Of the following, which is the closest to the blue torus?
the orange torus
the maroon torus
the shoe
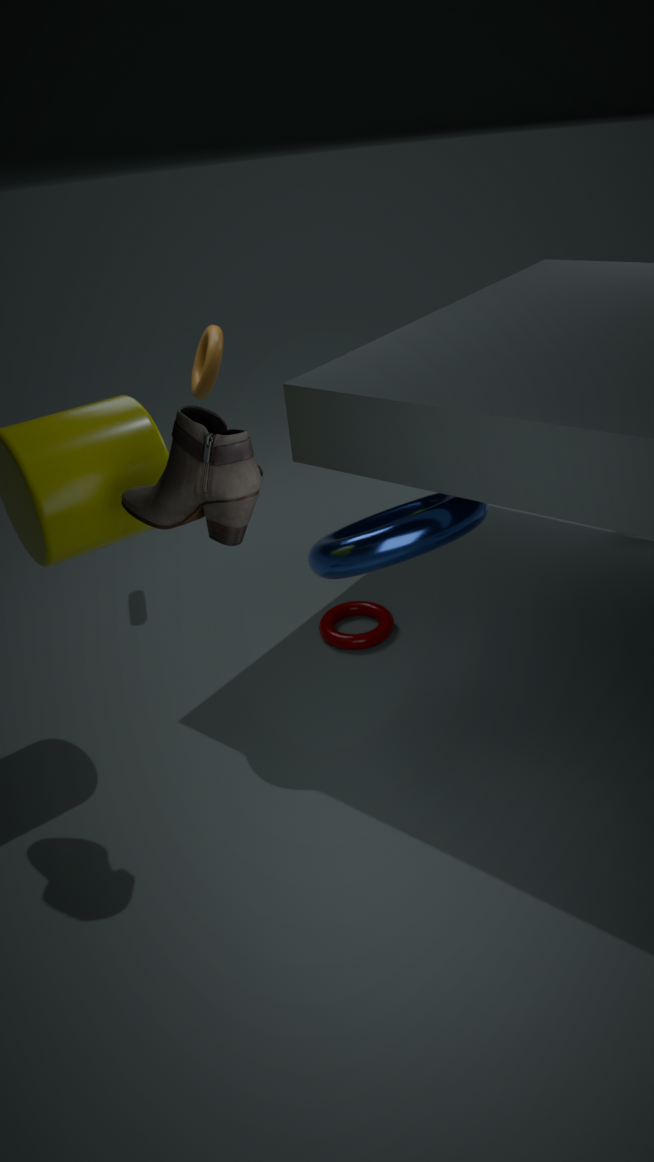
the maroon torus
